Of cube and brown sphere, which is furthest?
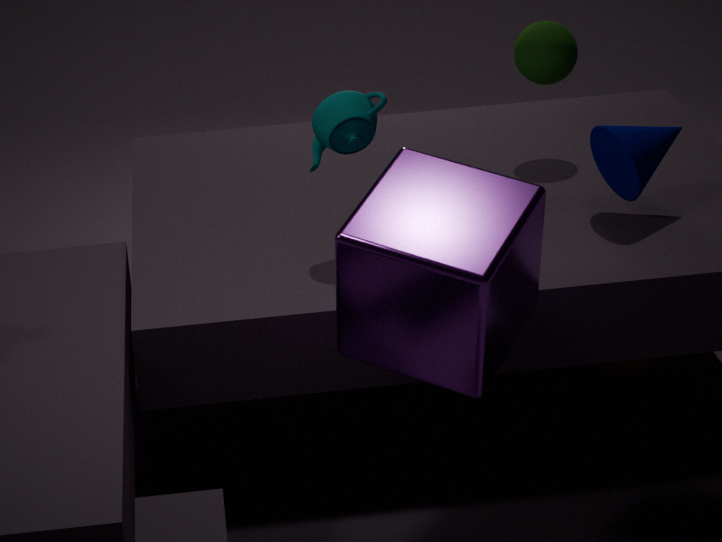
brown sphere
